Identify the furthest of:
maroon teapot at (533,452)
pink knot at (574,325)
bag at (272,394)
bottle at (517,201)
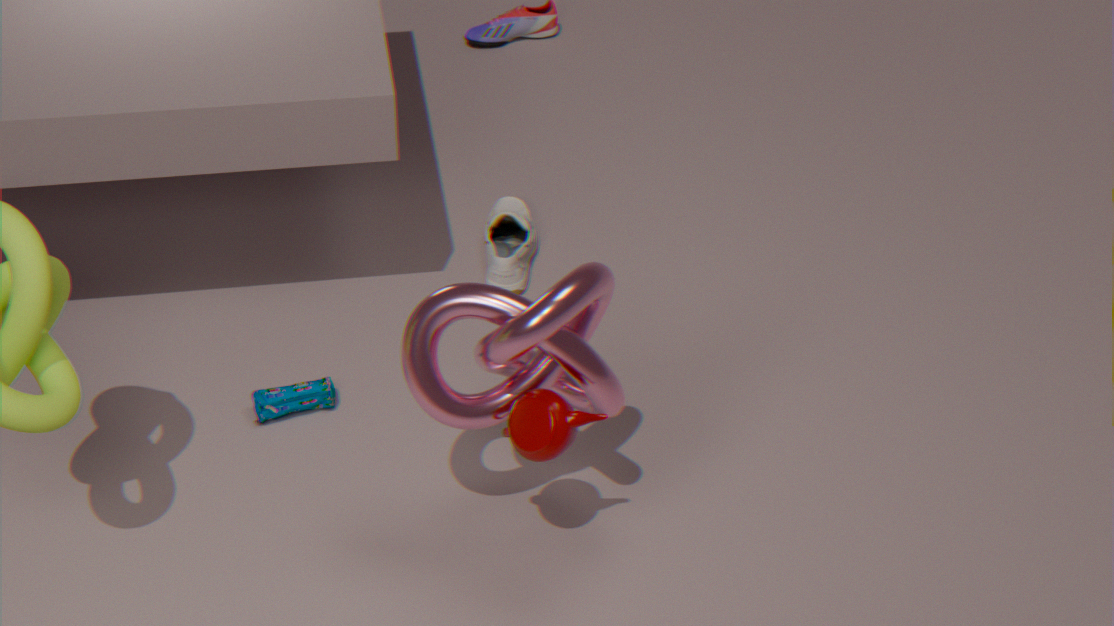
bottle at (517,201)
